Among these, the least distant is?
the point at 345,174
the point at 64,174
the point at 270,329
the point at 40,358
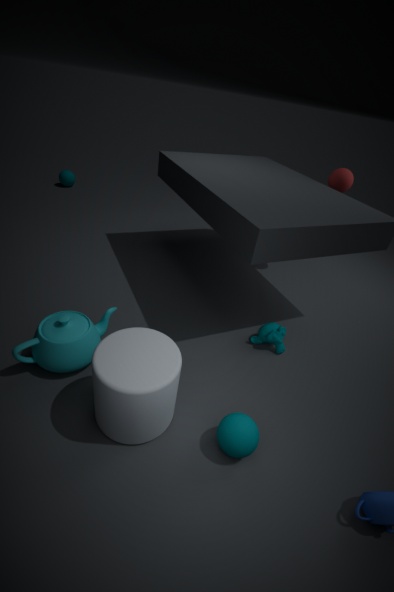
the point at 40,358
